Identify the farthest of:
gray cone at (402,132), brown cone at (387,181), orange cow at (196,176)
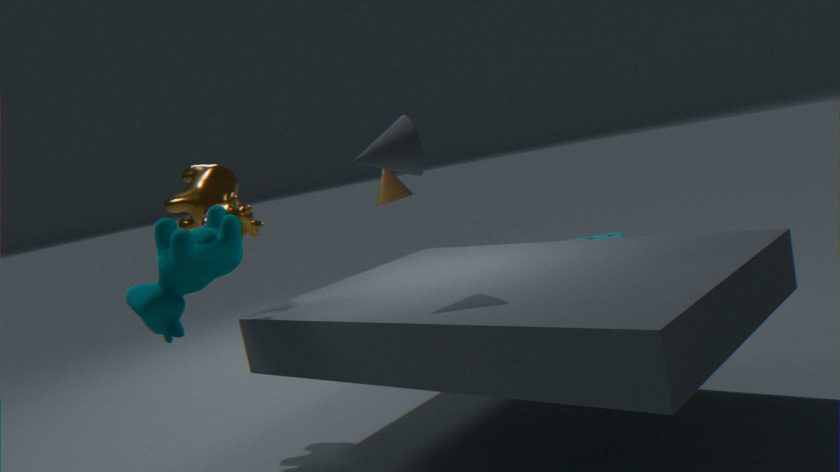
brown cone at (387,181)
